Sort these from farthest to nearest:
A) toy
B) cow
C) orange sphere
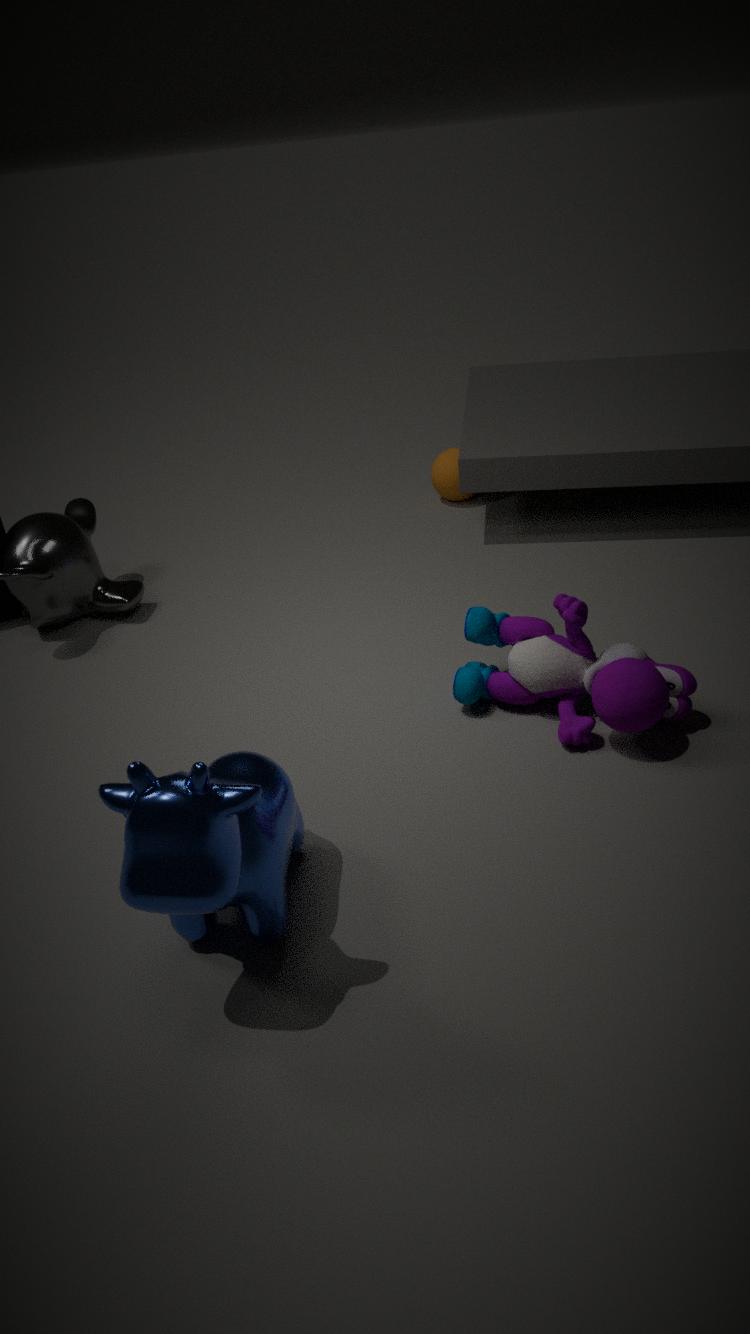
orange sphere
toy
cow
